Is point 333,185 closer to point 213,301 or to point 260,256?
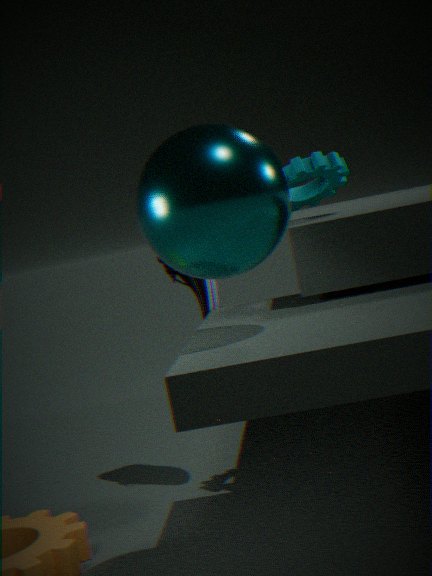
point 213,301
